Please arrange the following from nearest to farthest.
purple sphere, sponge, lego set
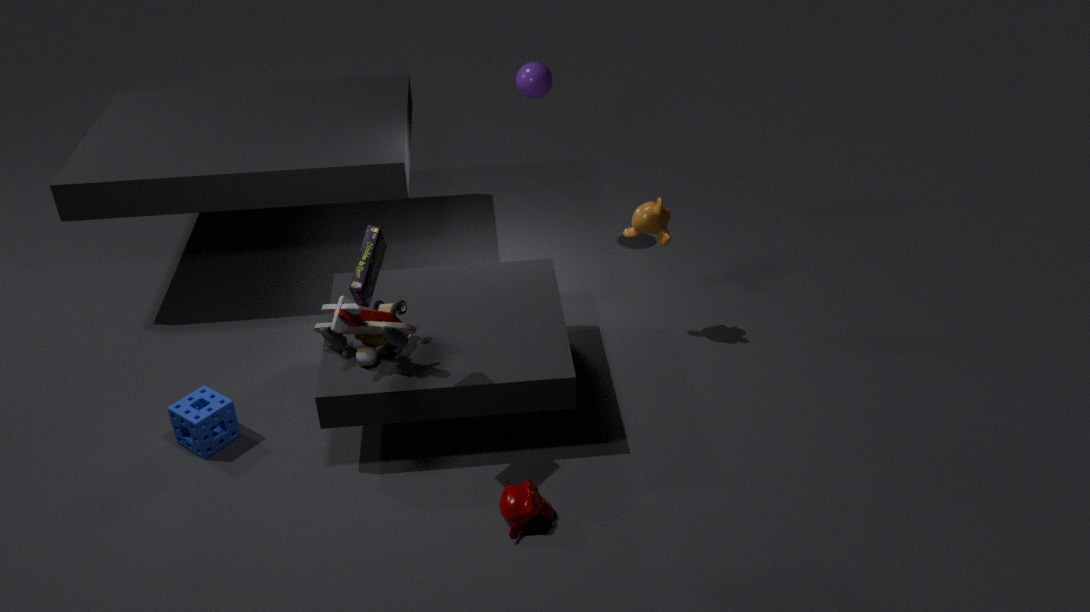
lego set → sponge → purple sphere
